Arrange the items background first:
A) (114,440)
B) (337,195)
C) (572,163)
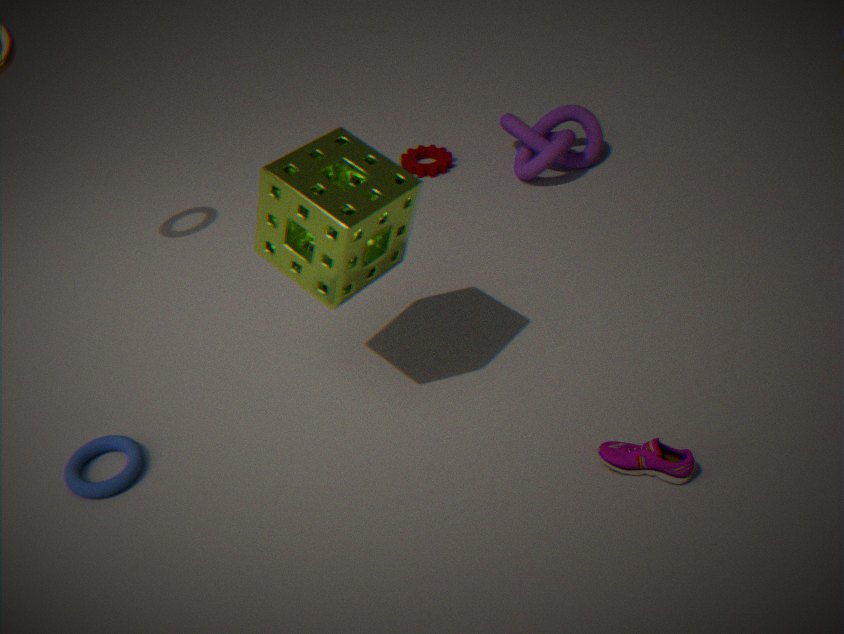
(572,163)
(114,440)
(337,195)
